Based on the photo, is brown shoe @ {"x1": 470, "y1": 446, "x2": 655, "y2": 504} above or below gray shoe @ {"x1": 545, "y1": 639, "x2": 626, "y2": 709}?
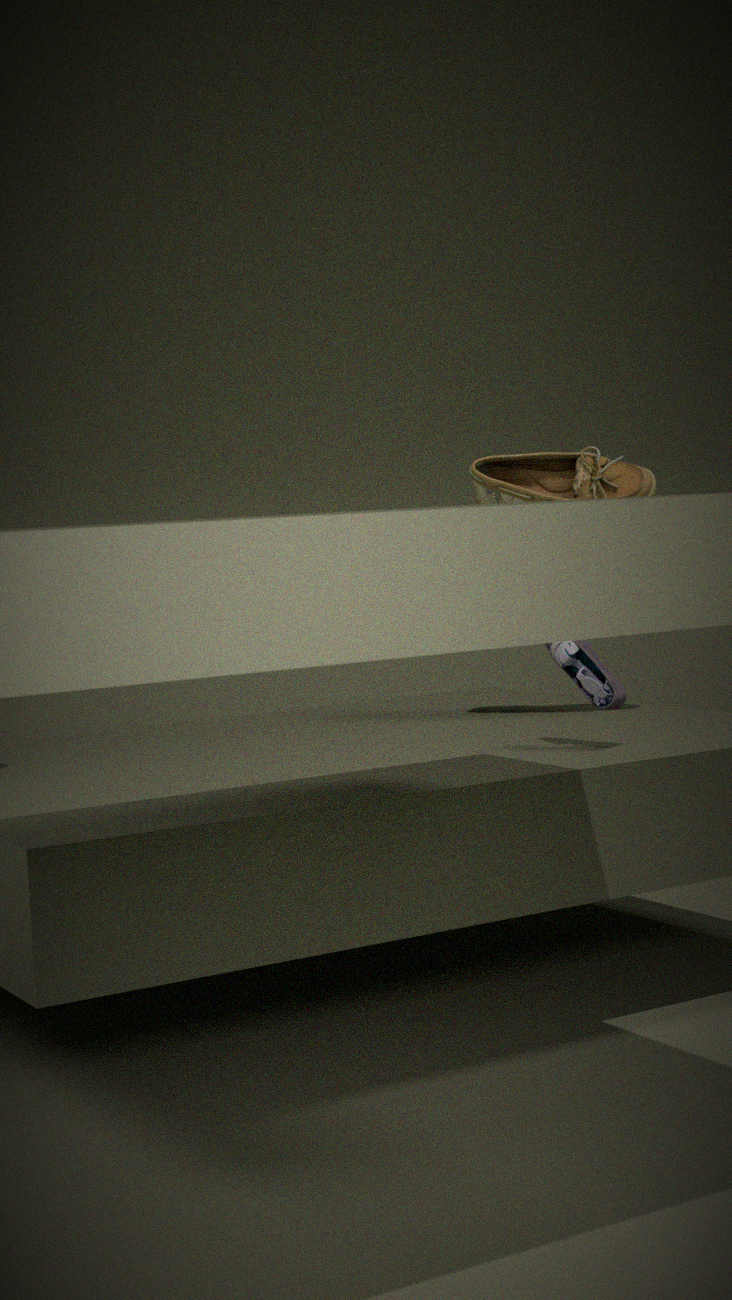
above
